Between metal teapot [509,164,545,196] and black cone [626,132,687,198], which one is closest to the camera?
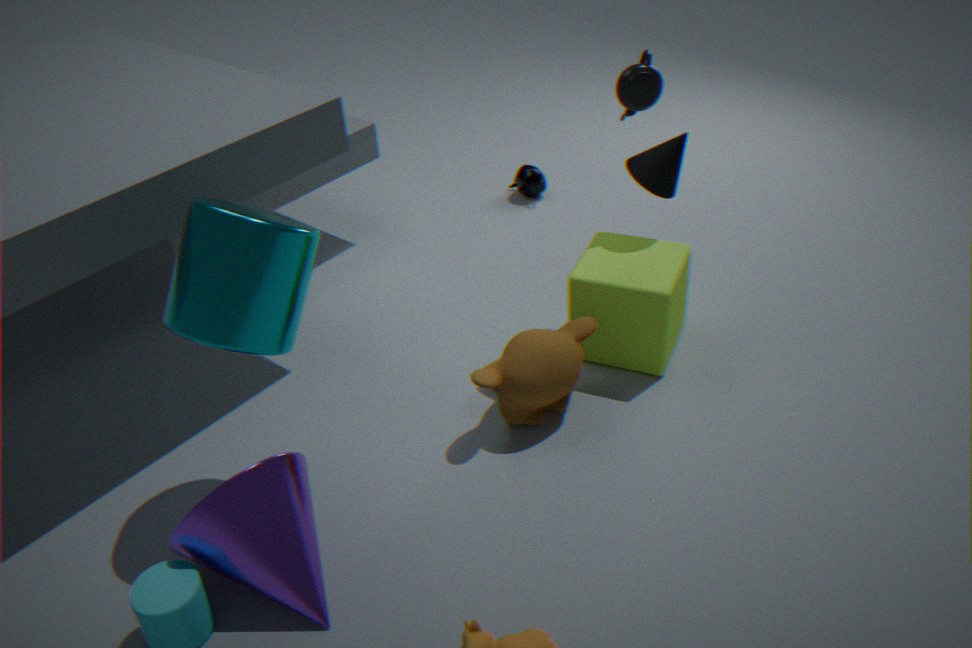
black cone [626,132,687,198]
